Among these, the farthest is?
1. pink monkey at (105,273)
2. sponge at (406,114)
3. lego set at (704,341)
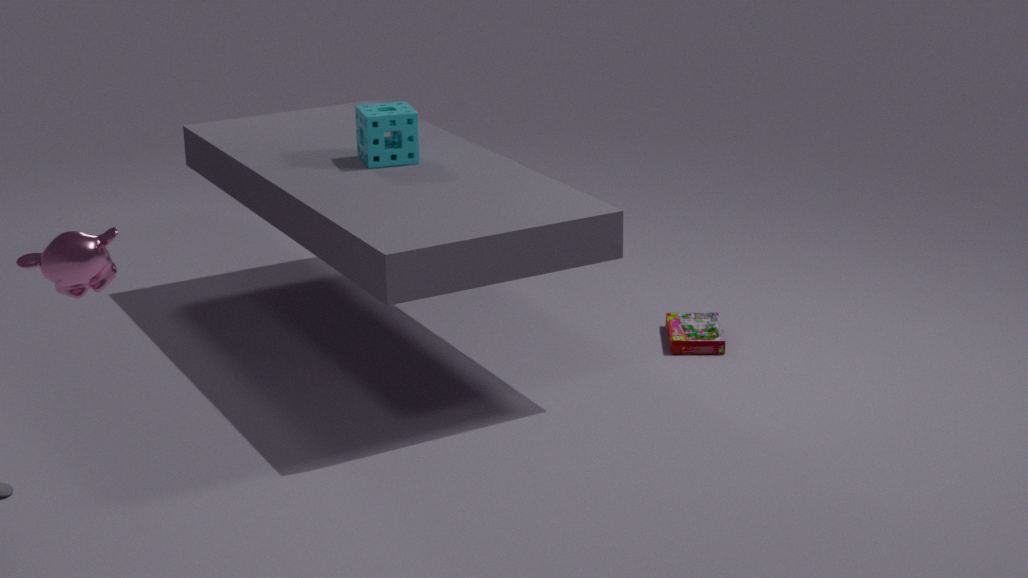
lego set at (704,341)
